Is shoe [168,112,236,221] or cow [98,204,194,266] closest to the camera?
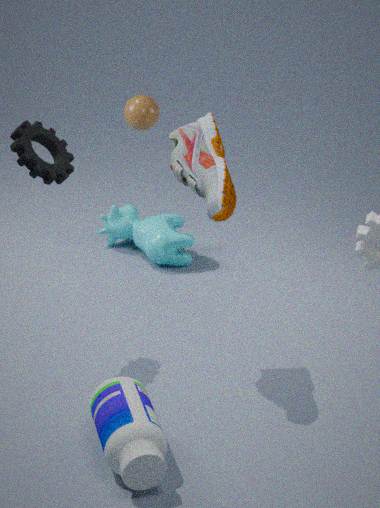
shoe [168,112,236,221]
